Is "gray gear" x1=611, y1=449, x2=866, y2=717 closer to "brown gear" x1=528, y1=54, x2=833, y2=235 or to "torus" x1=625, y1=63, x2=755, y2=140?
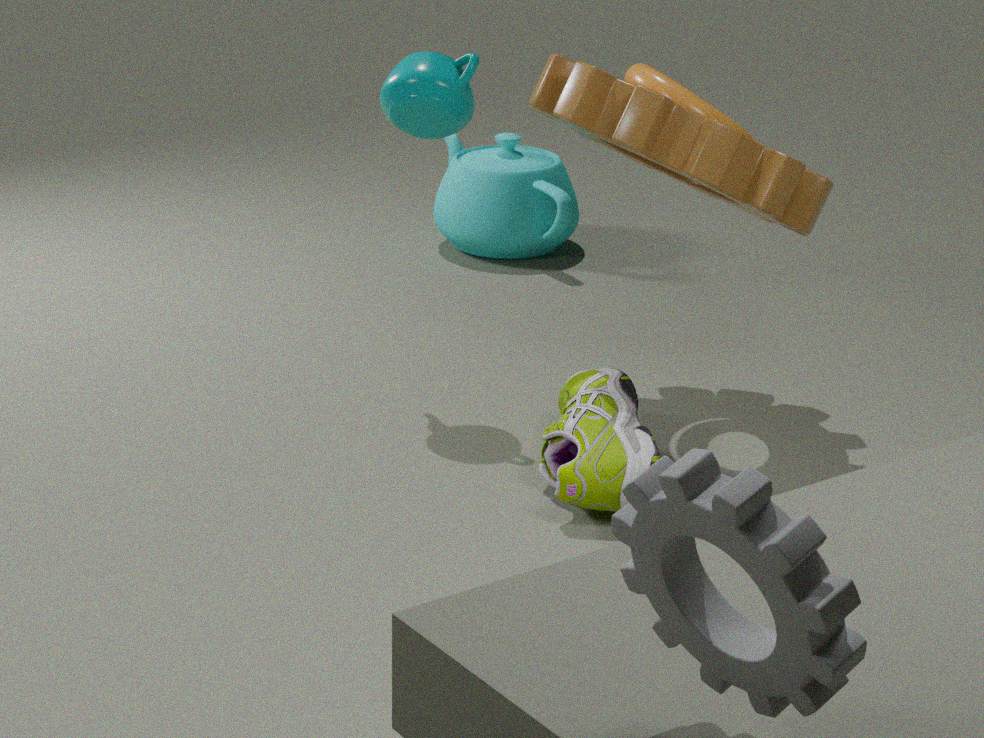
"brown gear" x1=528, y1=54, x2=833, y2=235
